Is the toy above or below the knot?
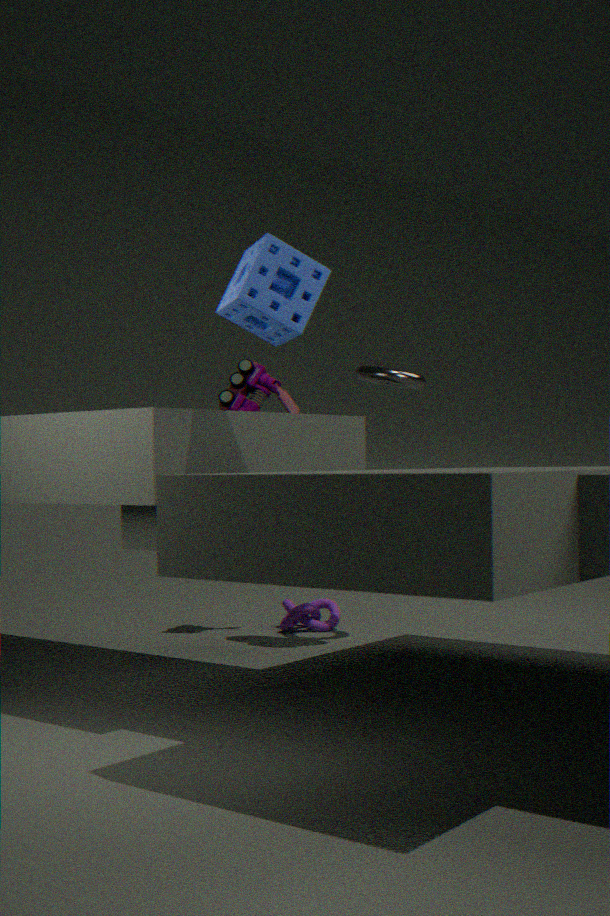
above
